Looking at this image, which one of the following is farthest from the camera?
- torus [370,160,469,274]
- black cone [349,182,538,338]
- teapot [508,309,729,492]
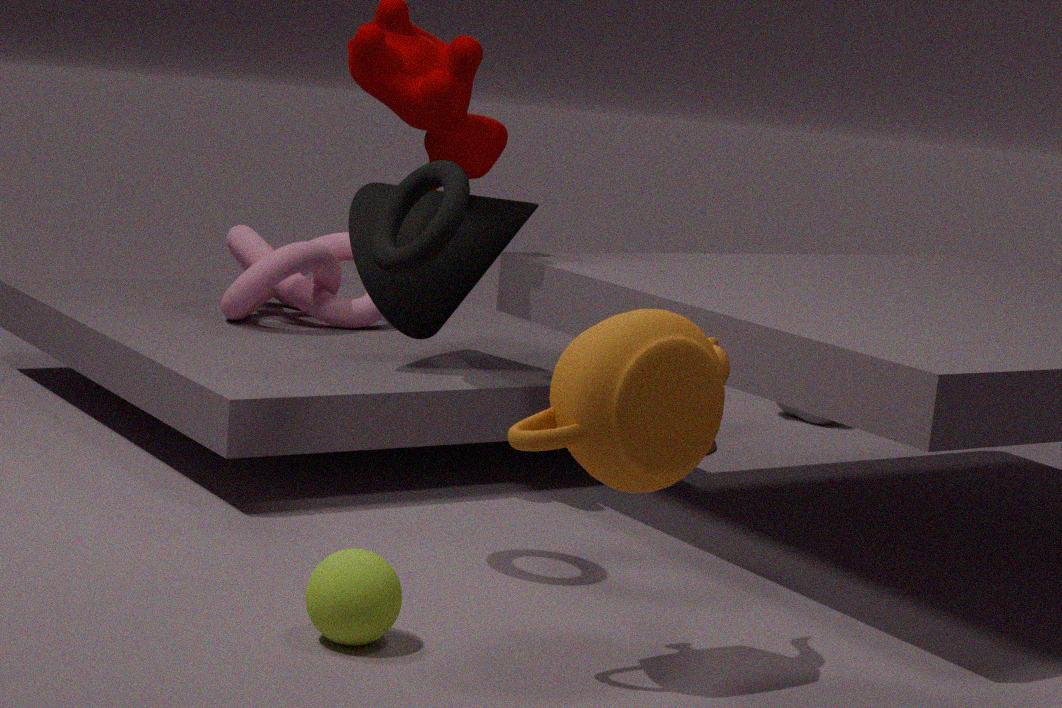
black cone [349,182,538,338]
